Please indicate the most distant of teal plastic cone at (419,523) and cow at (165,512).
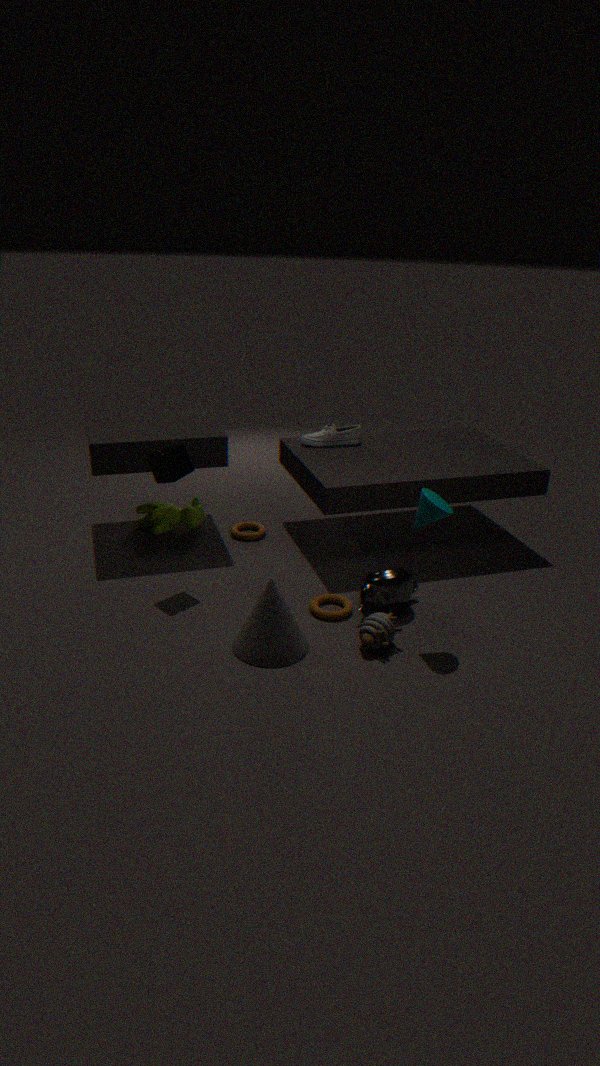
cow at (165,512)
